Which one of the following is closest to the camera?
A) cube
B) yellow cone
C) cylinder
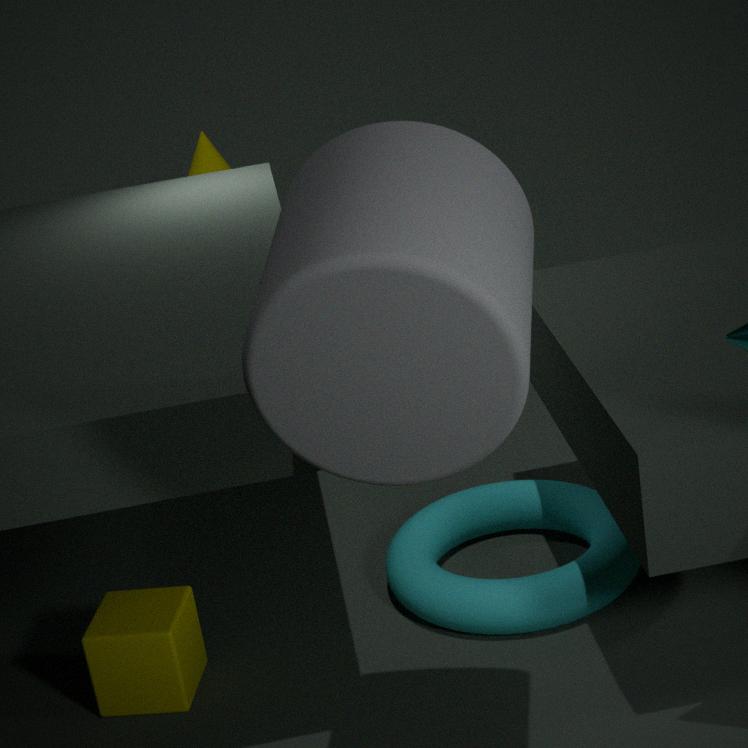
cylinder
